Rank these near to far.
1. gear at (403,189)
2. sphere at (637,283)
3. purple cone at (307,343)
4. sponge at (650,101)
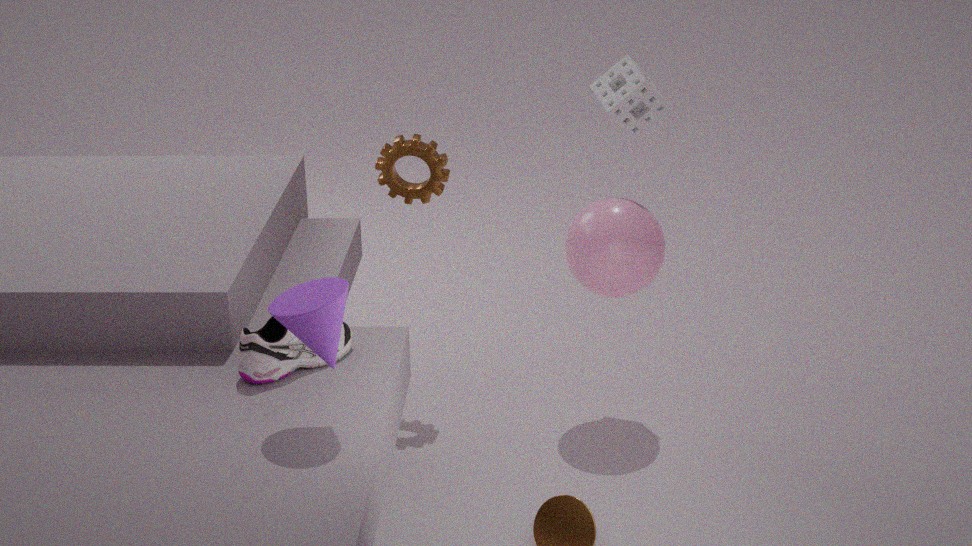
1. purple cone at (307,343)
2. sphere at (637,283)
3. sponge at (650,101)
4. gear at (403,189)
